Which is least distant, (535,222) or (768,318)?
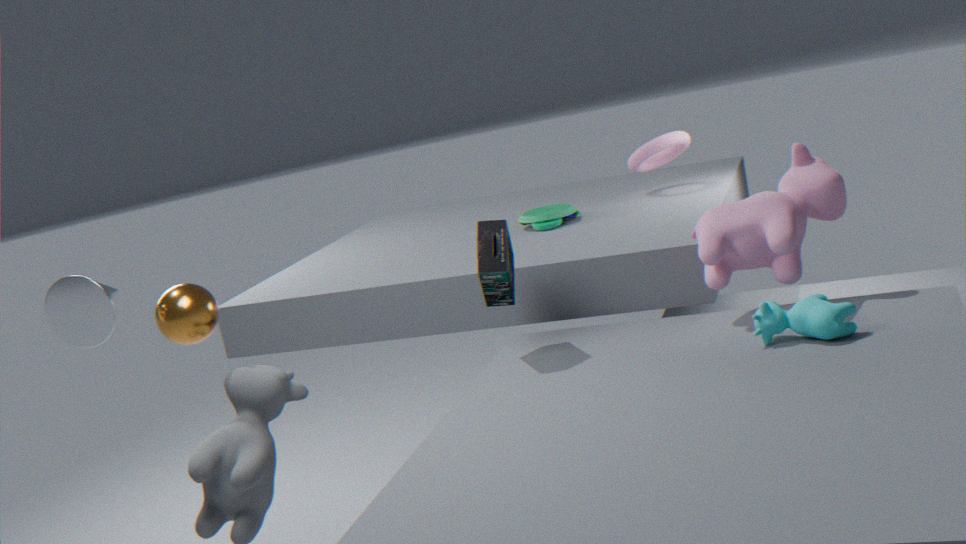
(768,318)
